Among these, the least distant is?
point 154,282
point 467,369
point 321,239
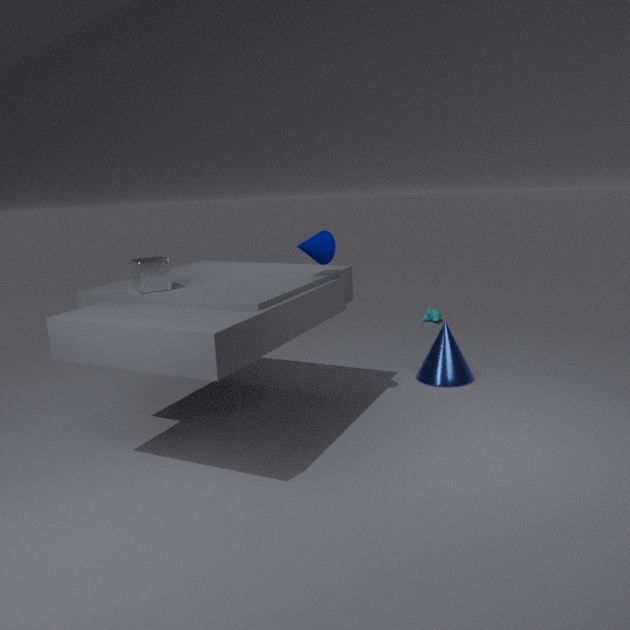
point 154,282
